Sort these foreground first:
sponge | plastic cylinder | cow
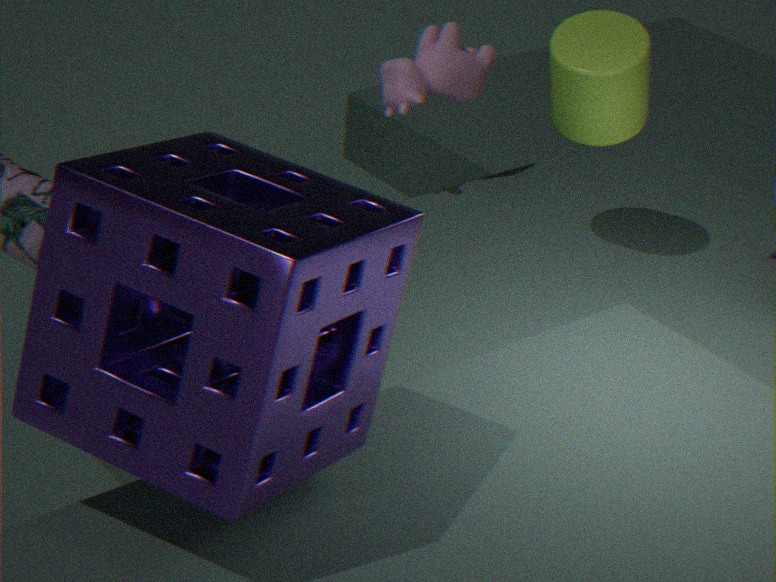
sponge → plastic cylinder → cow
